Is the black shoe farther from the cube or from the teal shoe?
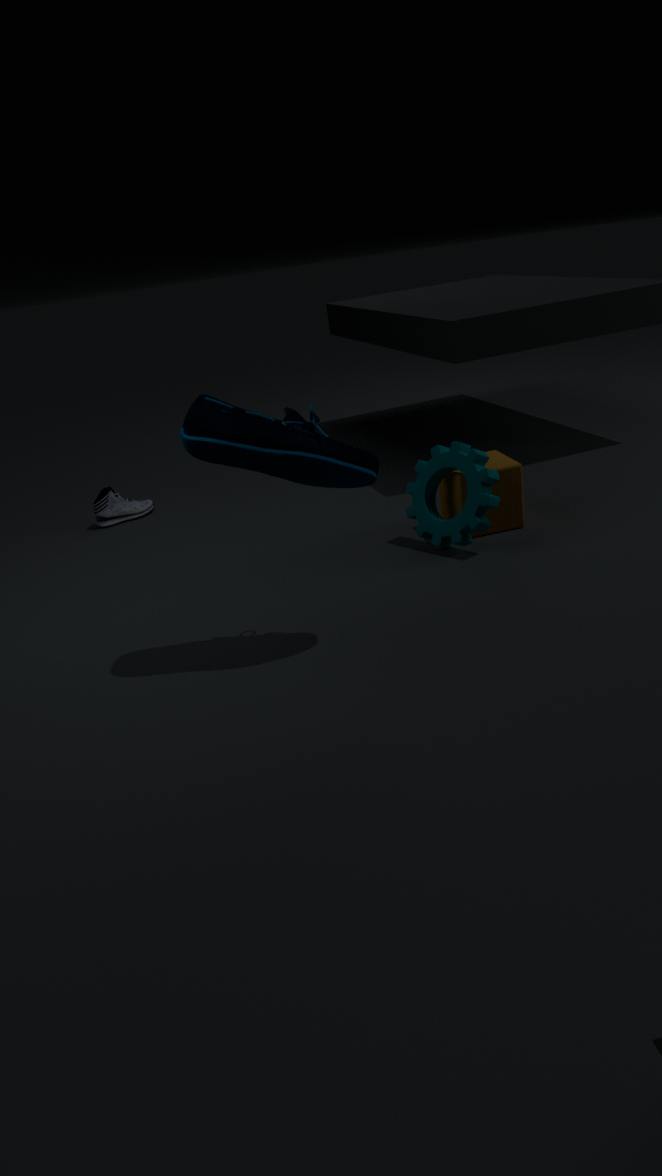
the teal shoe
